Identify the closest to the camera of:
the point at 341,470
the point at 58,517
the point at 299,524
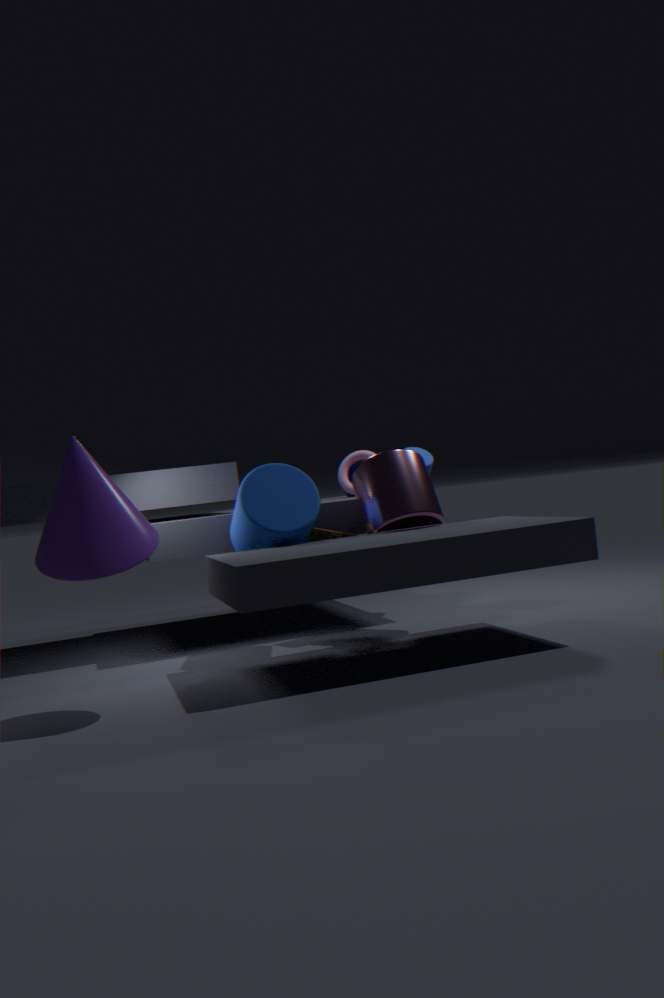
the point at 58,517
